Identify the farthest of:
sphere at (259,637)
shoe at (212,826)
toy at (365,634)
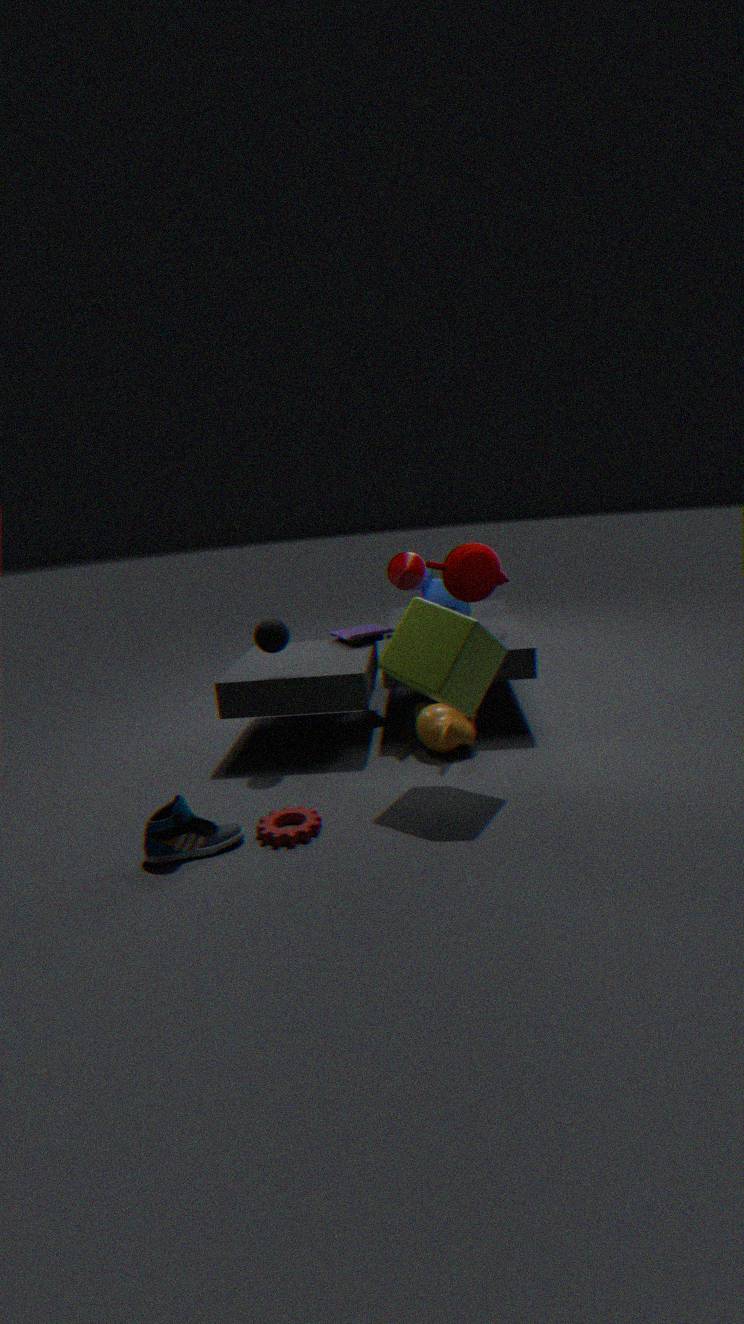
toy at (365,634)
